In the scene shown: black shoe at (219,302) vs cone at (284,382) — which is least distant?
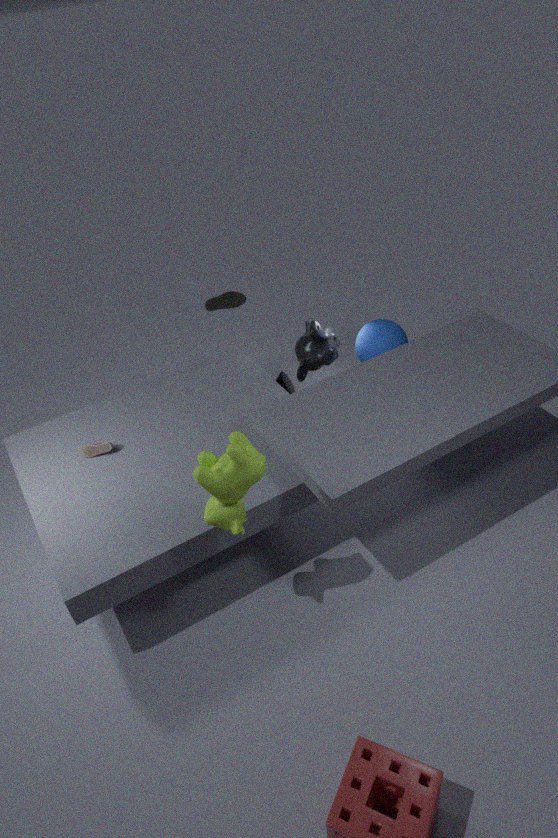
black shoe at (219,302)
